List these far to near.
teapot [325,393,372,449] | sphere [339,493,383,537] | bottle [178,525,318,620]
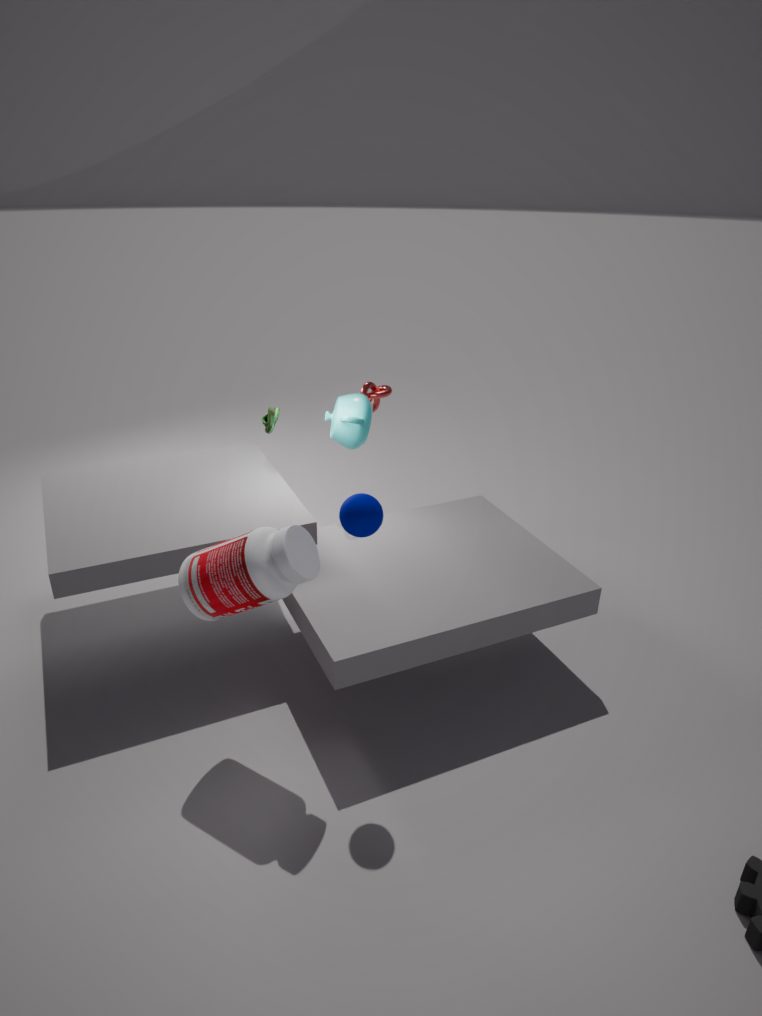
teapot [325,393,372,449]
sphere [339,493,383,537]
bottle [178,525,318,620]
